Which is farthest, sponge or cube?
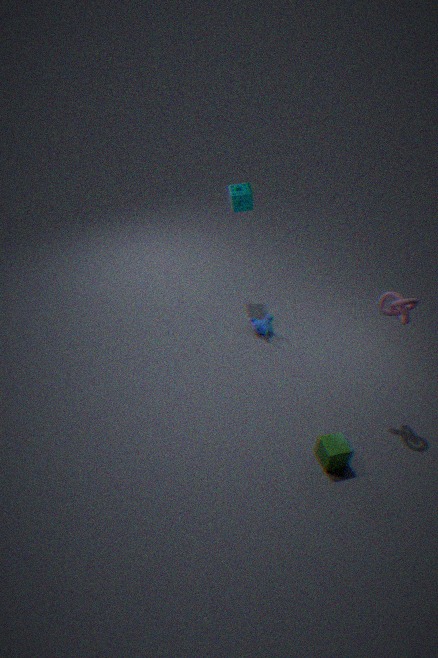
sponge
